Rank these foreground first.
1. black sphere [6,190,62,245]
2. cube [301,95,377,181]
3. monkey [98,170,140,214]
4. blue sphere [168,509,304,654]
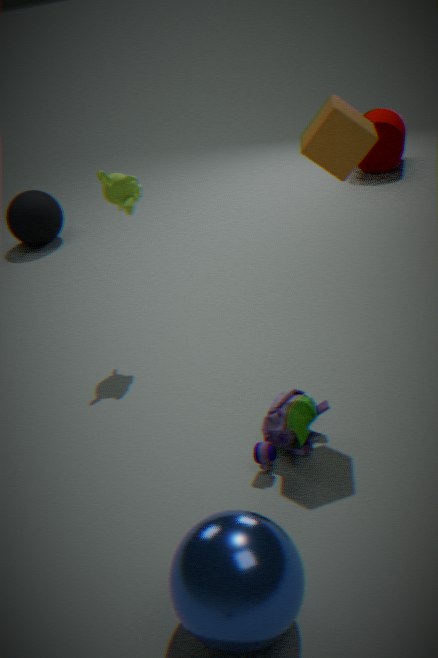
blue sphere [168,509,304,654] → cube [301,95,377,181] → monkey [98,170,140,214] → black sphere [6,190,62,245]
